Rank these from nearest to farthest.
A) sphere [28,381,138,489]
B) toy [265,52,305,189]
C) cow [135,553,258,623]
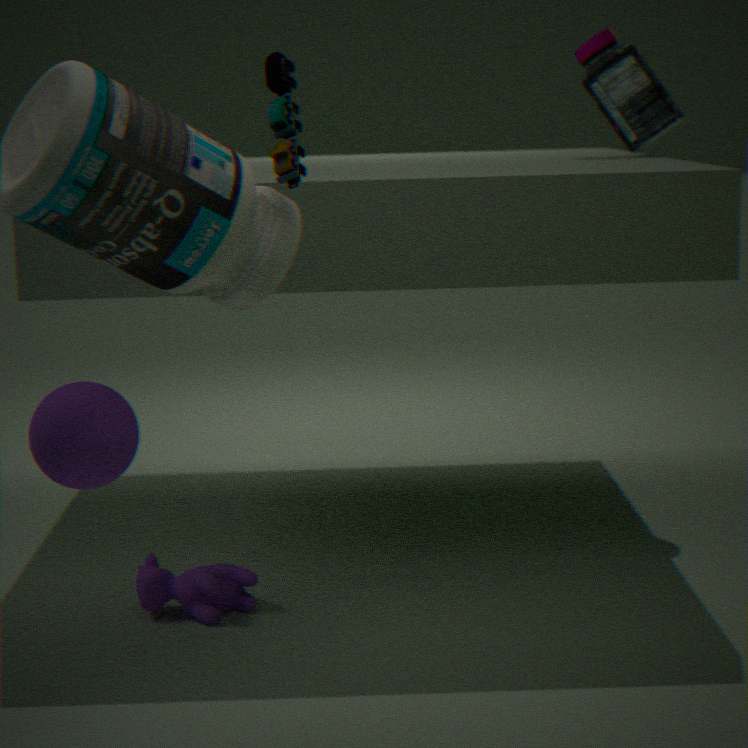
1. sphere [28,381,138,489]
2. toy [265,52,305,189]
3. cow [135,553,258,623]
